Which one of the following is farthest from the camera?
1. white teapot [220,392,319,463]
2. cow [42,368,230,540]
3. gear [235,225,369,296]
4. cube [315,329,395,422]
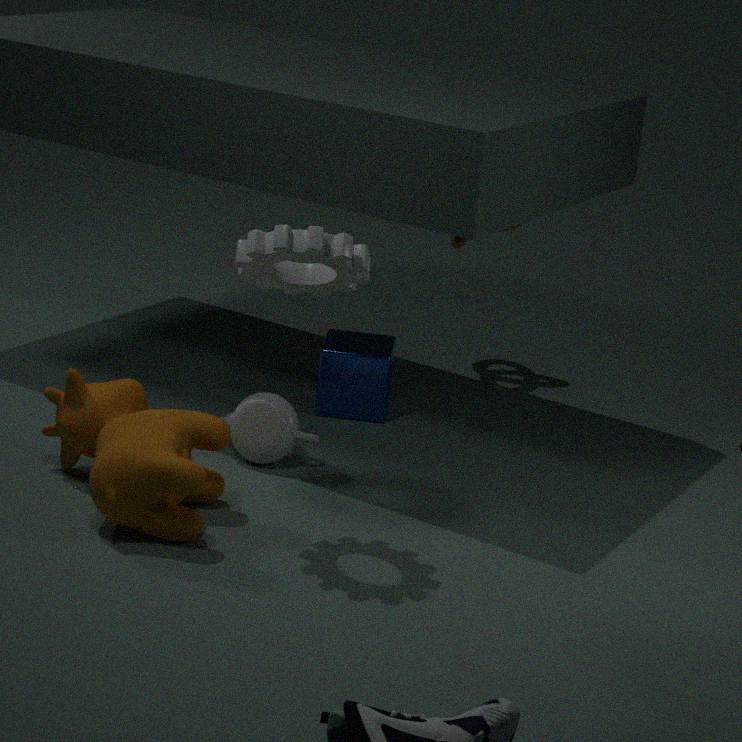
cube [315,329,395,422]
